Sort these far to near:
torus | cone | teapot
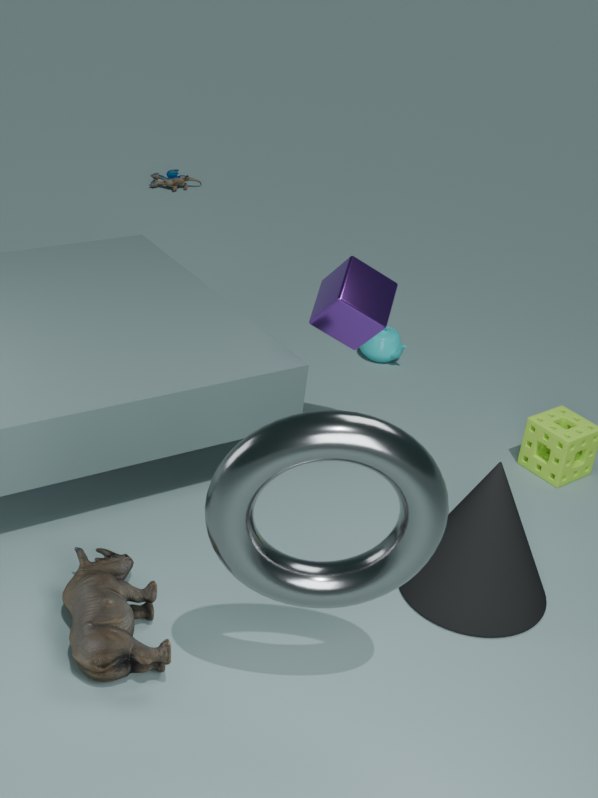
1. teapot
2. cone
3. torus
